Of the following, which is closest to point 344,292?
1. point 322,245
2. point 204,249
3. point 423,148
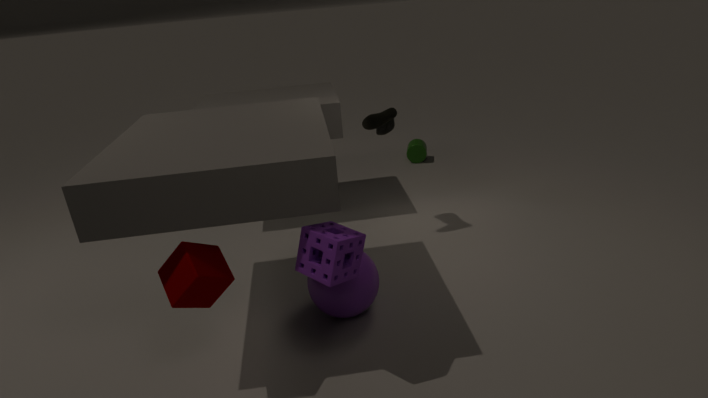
point 322,245
